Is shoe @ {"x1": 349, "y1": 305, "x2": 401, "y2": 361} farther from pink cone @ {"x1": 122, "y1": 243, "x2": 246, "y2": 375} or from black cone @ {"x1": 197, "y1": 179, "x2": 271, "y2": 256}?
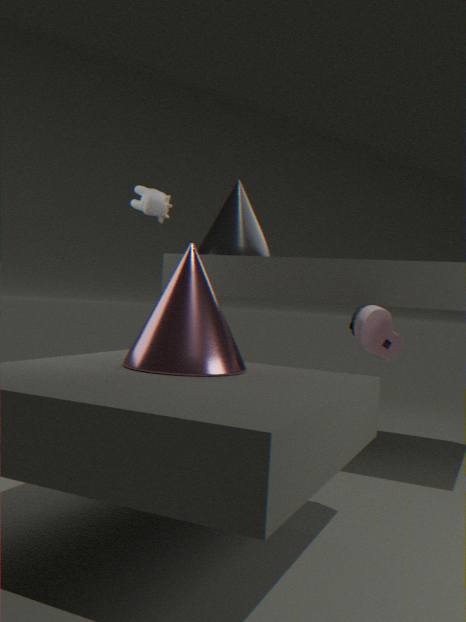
black cone @ {"x1": 197, "y1": 179, "x2": 271, "y2": 256}
